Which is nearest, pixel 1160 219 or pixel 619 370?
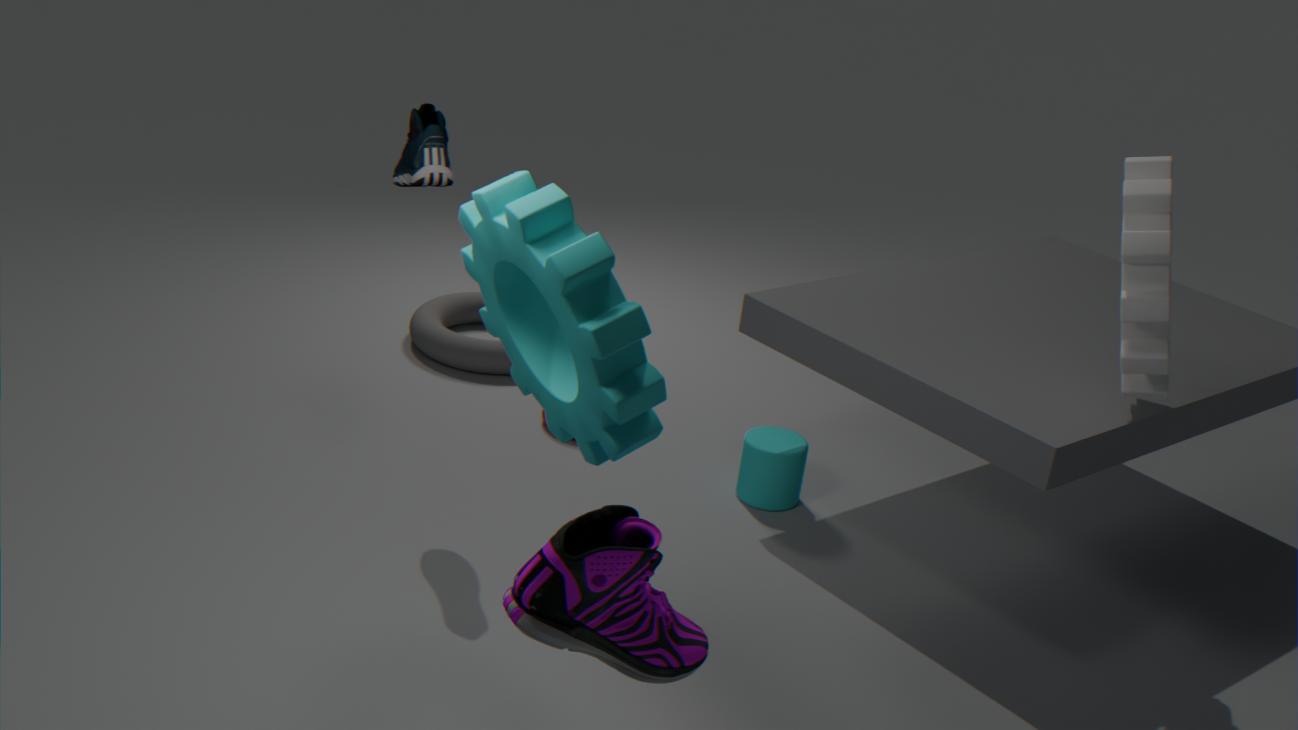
pixel 619 370
